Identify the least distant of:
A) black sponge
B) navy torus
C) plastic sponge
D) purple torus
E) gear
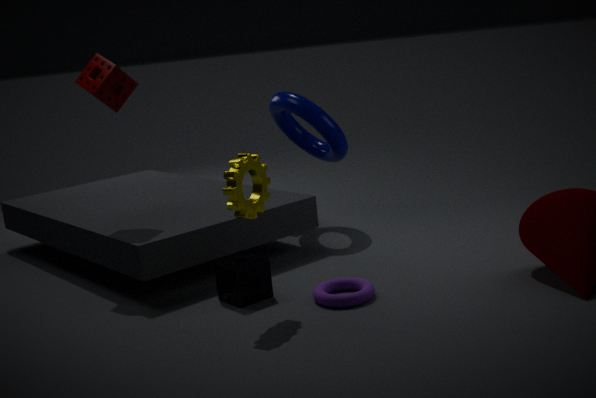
gear
